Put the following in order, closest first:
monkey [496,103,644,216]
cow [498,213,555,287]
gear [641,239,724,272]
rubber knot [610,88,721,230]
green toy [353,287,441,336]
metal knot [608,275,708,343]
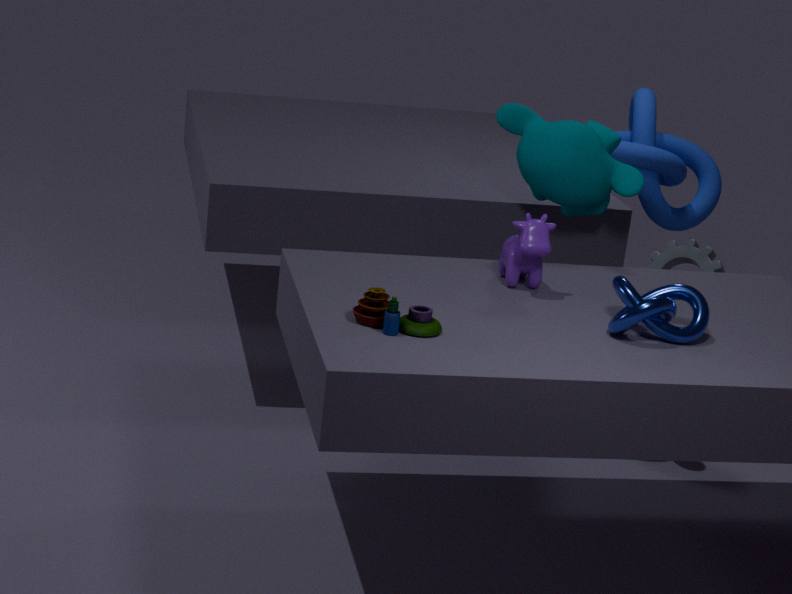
green toy [353,287,441,336], metal knot [608,275,708,343], cow [498,213,555,287], monkey [496,103,644,216], gear [641,239,724,272], rubber knot [610,88,721,230]
